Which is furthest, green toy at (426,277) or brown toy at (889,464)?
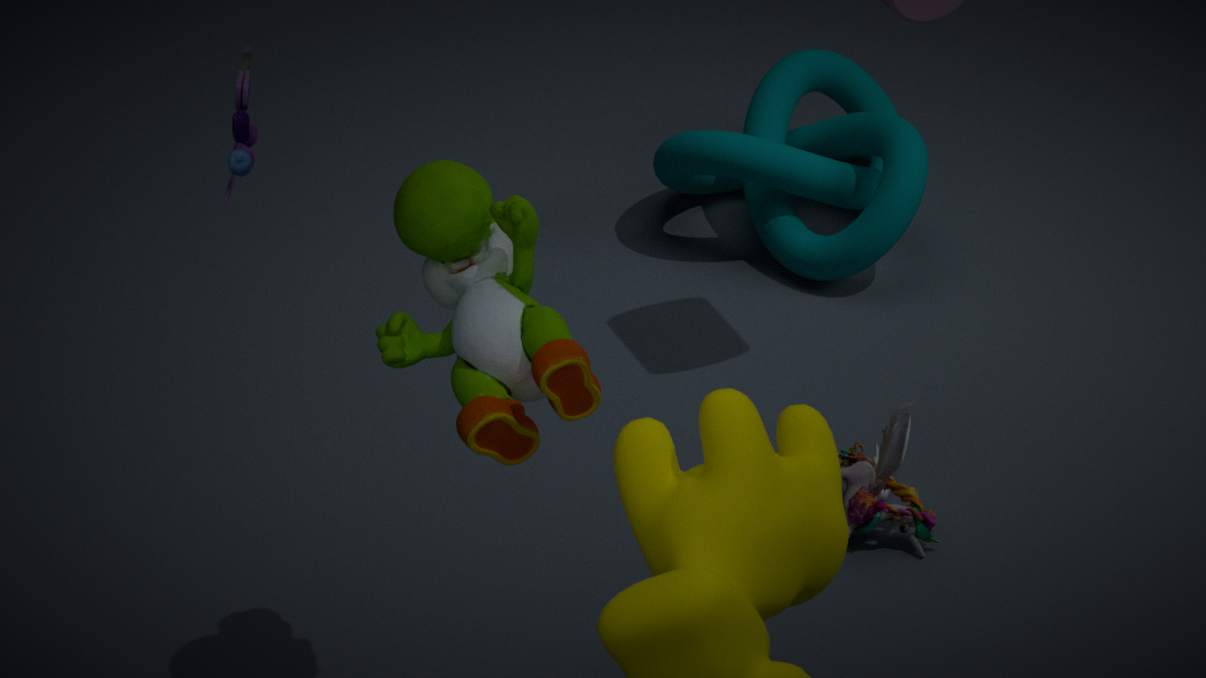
brown toy at (889,464)
